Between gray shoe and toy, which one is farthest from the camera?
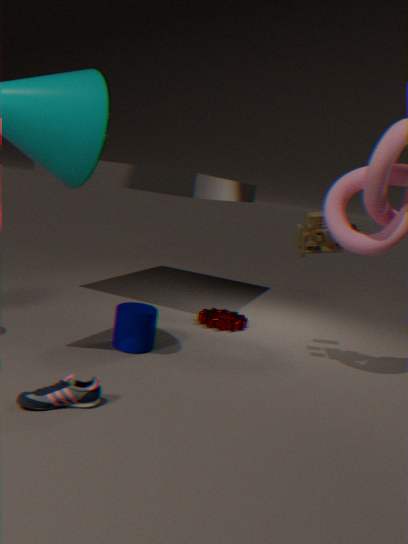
toy
